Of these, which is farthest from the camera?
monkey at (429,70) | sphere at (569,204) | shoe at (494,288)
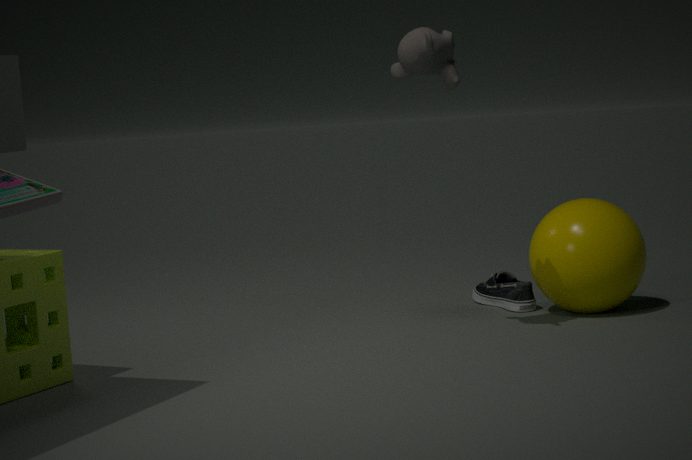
shoe at (494,288)
